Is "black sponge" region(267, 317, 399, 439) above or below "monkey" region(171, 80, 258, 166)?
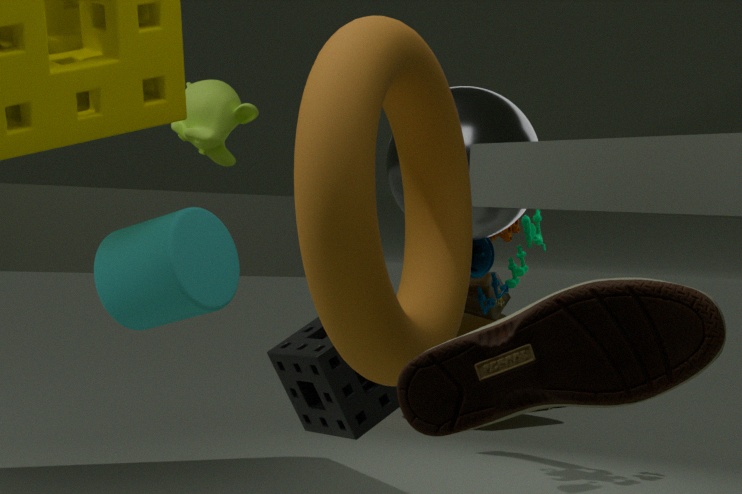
below
